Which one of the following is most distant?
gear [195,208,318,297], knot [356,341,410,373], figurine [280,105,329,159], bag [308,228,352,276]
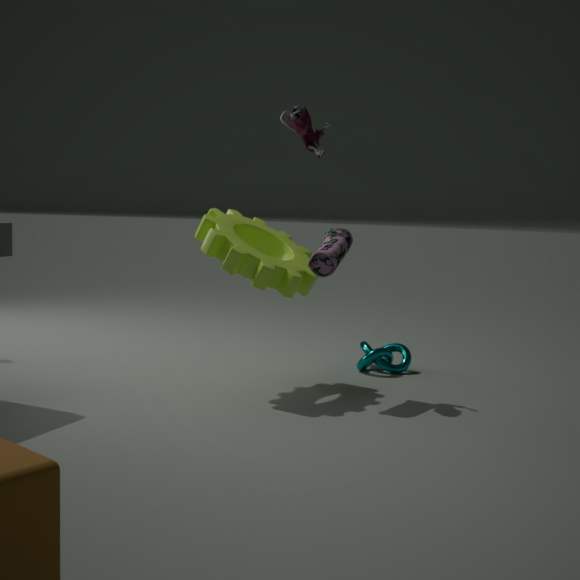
knot [356,341,410,373]
